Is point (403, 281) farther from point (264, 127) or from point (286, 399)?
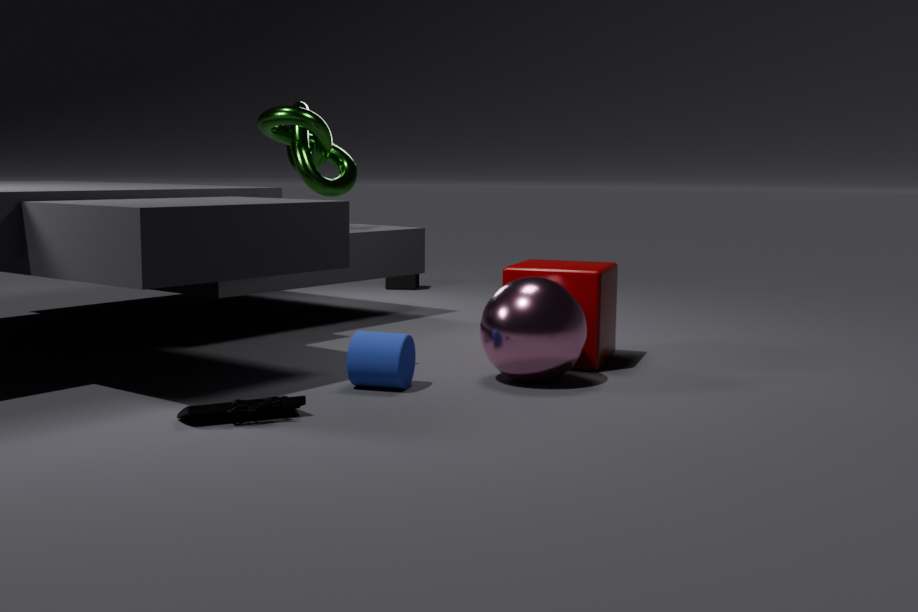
point (286, 399)
